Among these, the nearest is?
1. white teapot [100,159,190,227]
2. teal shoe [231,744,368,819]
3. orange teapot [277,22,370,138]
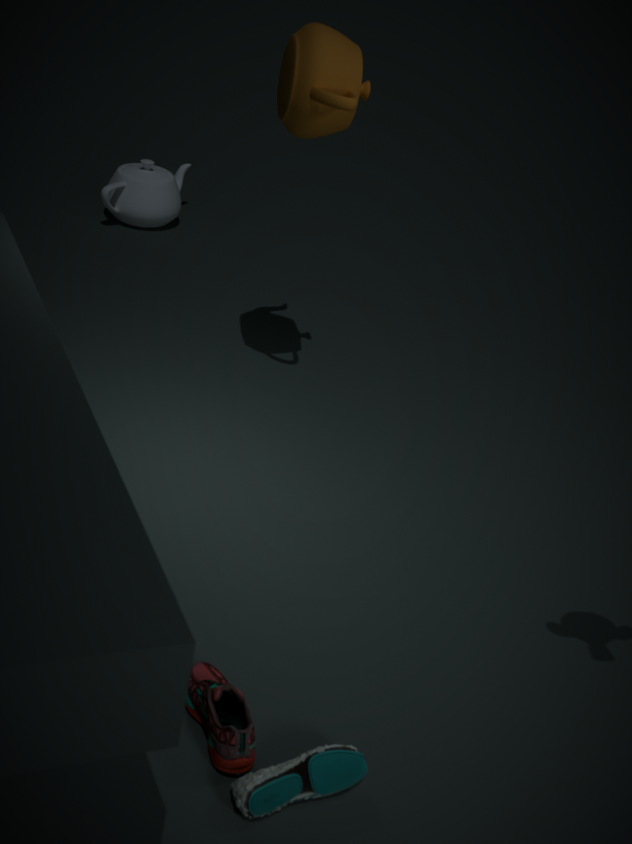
teal shoe [231,744,368,819]
